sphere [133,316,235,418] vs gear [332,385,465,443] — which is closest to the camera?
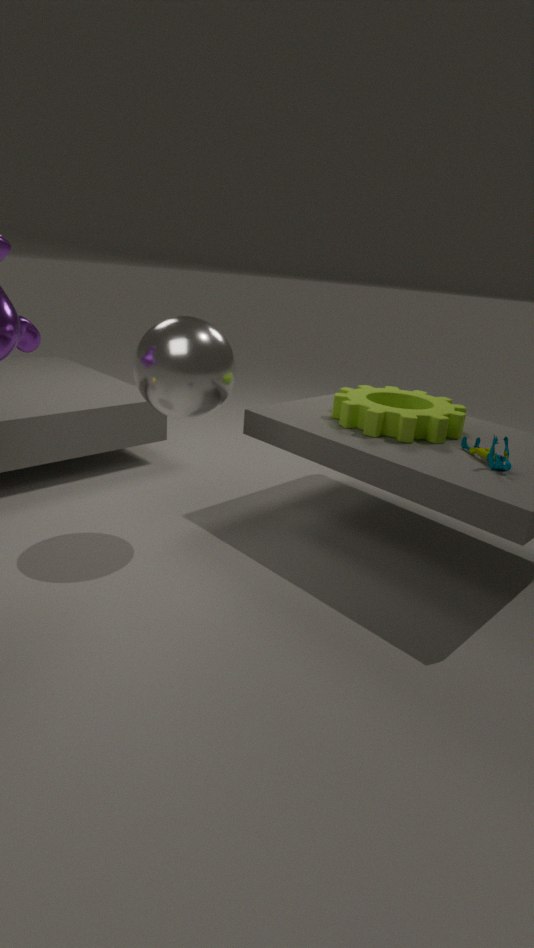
sphere [133,316,235,418]
